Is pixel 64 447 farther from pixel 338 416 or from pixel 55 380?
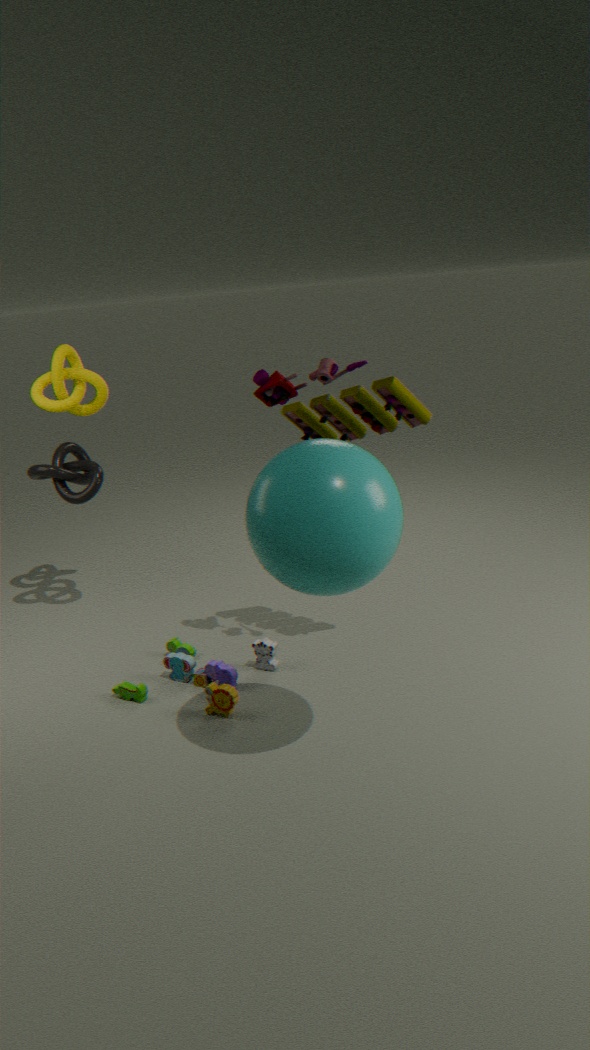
pixel 338 416
